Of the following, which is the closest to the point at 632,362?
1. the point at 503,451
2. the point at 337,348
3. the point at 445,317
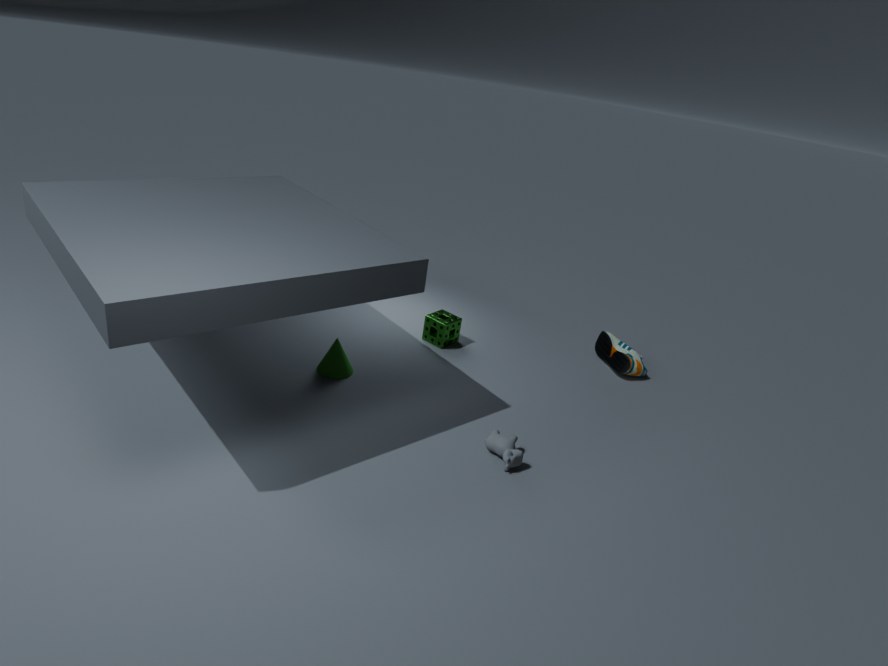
the point at 445,317
